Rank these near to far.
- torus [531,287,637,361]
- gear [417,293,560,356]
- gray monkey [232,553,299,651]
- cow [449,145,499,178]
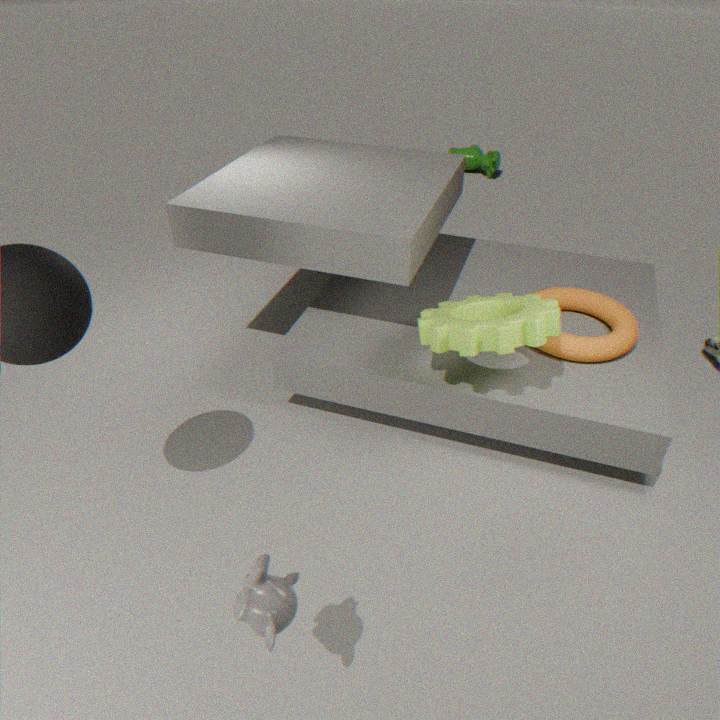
gray monkey [232,553,299,651]
gear [417,293,560,356]
torus [531,287,637,361]
cow [449,145,499,178]
